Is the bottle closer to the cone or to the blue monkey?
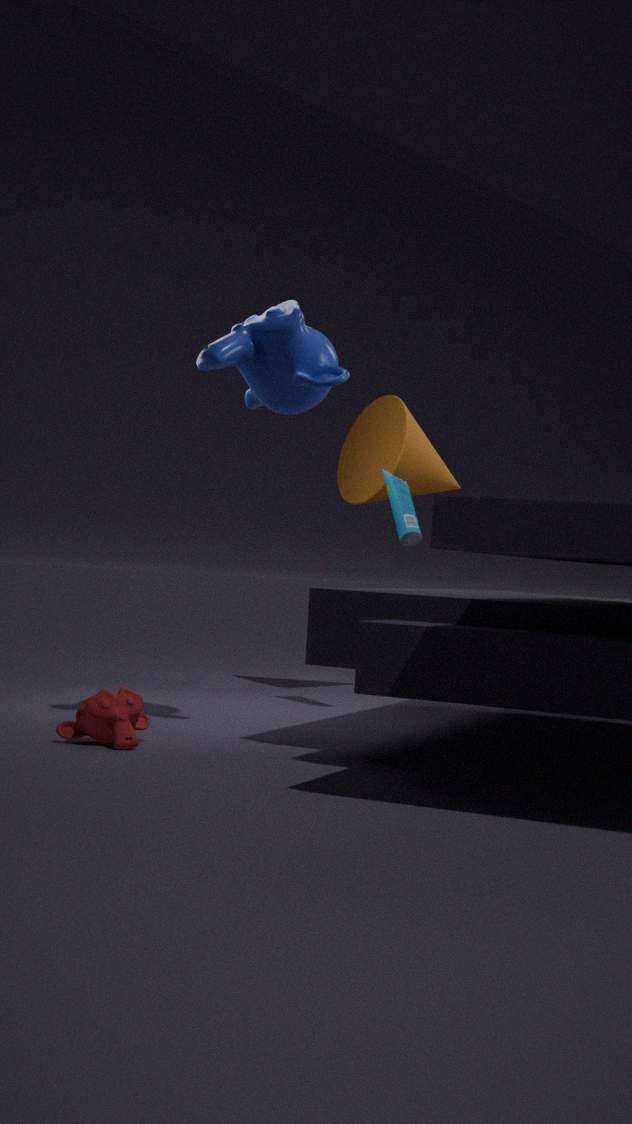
the cone
